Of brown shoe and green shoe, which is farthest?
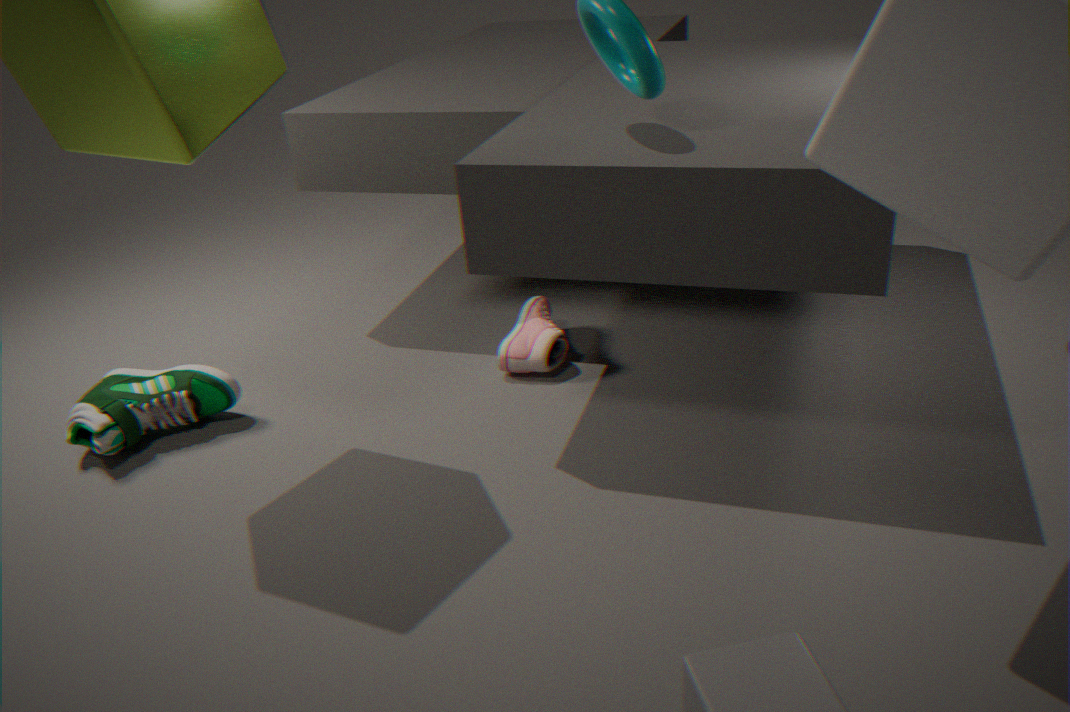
brown shoe
